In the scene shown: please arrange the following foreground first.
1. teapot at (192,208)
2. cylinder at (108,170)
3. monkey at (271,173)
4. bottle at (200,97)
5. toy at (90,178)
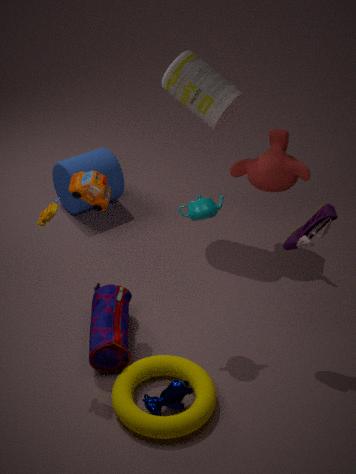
toy at (90,178) < teapot at (192,208) < bottle at (200,97) < monkey at (271,173) < cylinder at (108,170)
